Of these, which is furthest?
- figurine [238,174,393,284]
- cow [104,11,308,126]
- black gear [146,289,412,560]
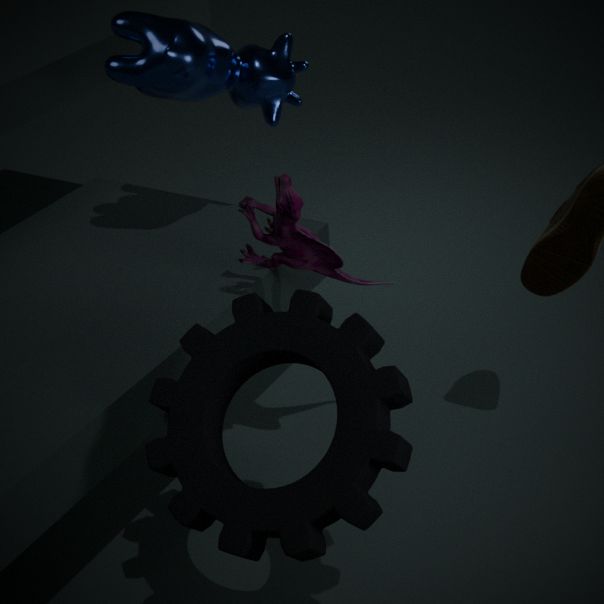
cow [104,11,308,126]
